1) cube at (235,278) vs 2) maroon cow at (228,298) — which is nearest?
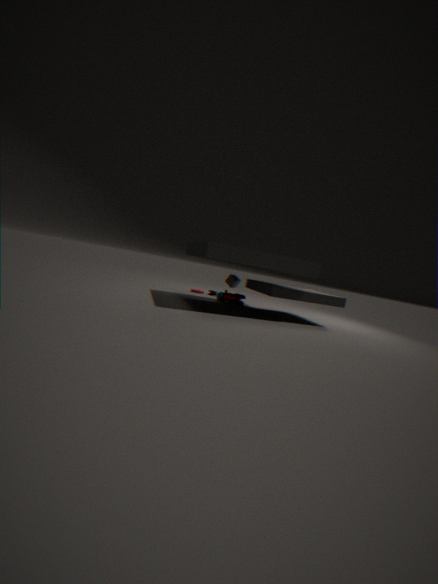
2. maroon cow at (228,298)
